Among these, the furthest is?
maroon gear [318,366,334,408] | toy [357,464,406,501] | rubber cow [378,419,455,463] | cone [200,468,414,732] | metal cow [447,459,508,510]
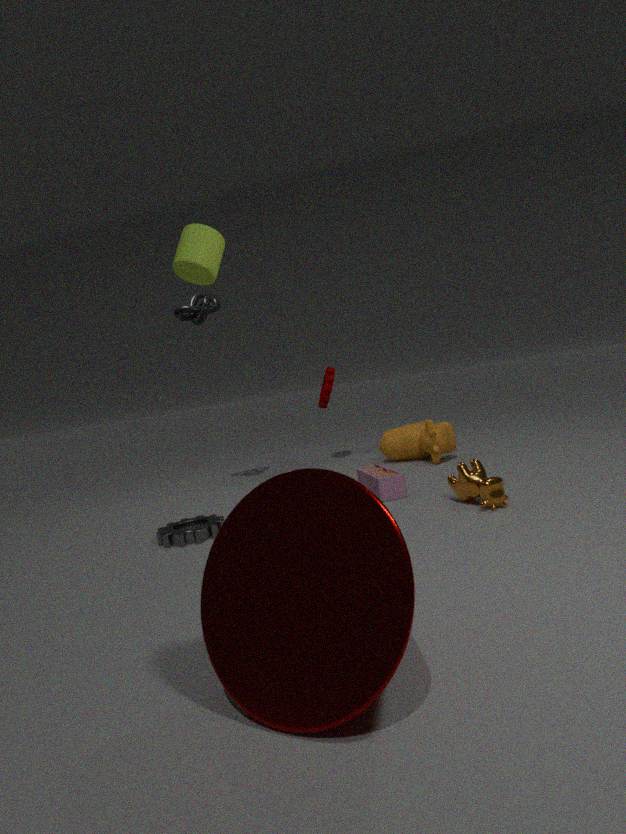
maroon gear [318,366,334,408]
